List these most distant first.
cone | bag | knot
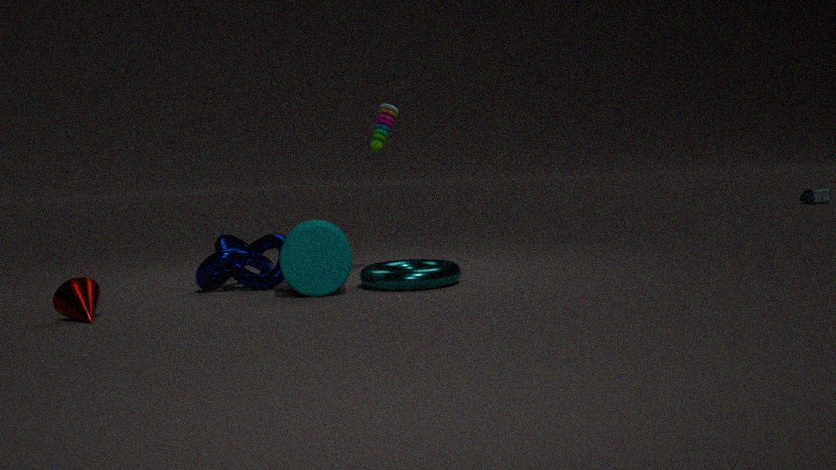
bag < knot < cone
